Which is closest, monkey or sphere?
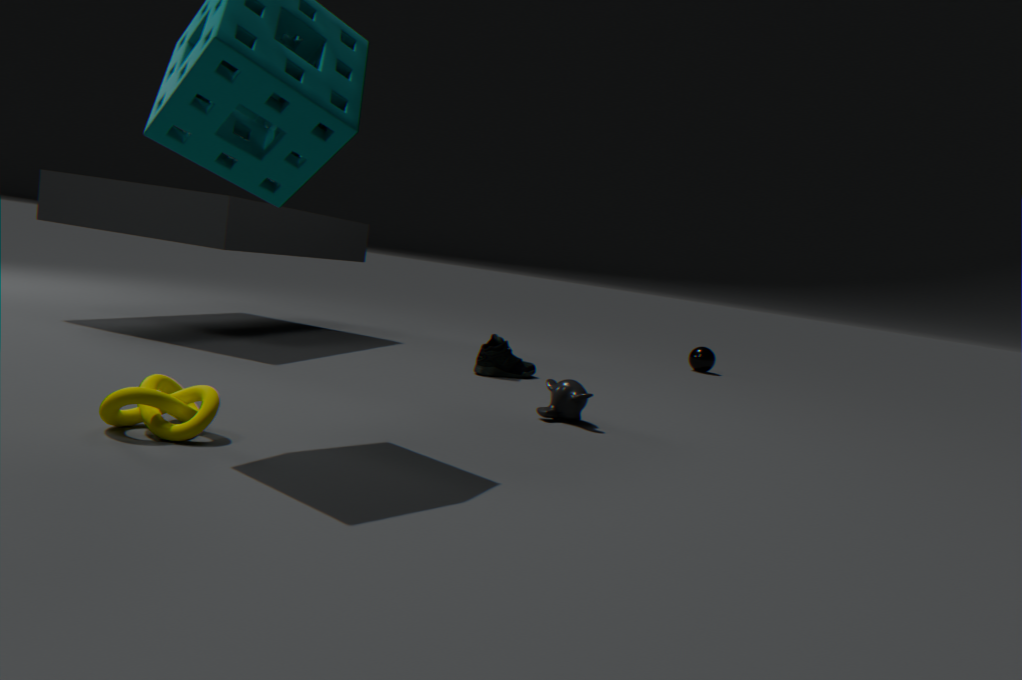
monkey
